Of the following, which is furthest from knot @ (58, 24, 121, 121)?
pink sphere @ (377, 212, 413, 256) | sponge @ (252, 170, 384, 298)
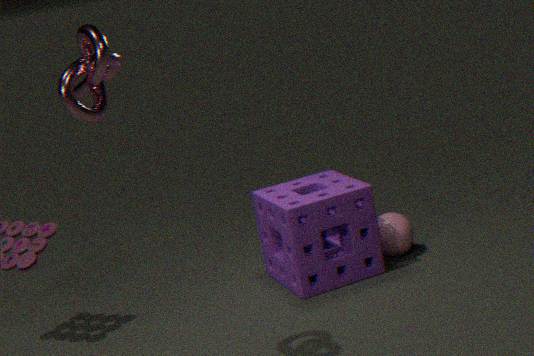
pink sphere @ (377, 212, 413, 256)
